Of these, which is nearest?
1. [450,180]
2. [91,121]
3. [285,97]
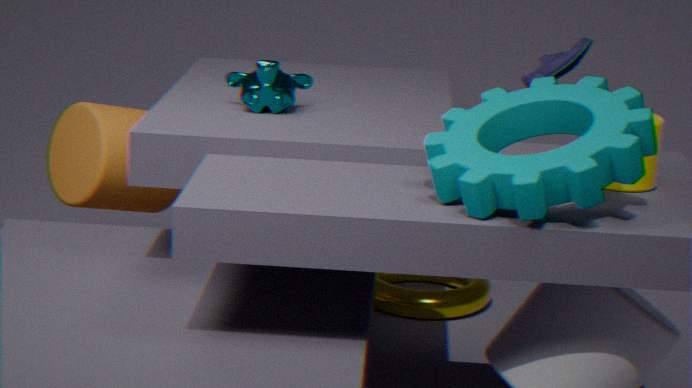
[450,180]
